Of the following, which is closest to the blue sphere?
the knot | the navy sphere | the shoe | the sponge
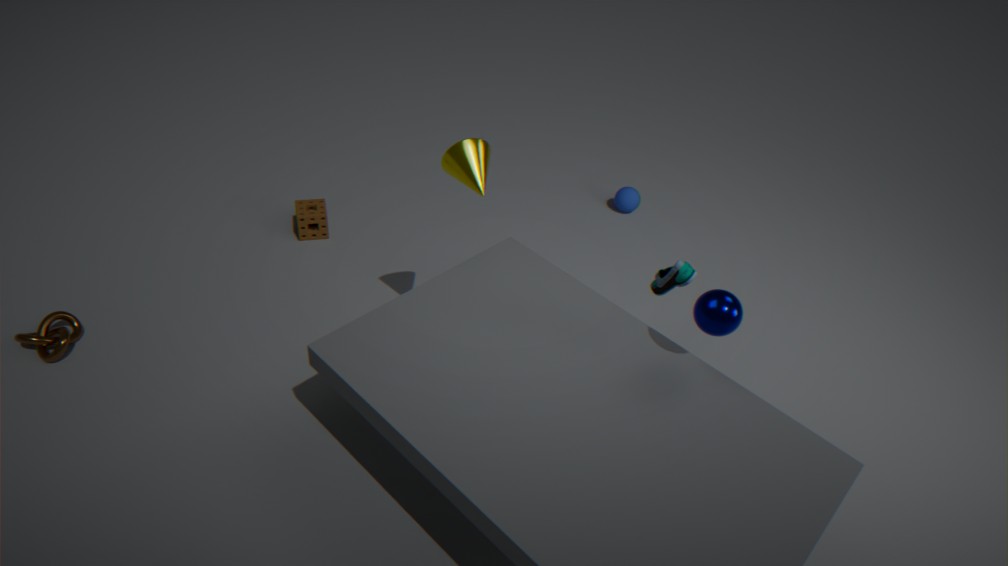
the shoe
